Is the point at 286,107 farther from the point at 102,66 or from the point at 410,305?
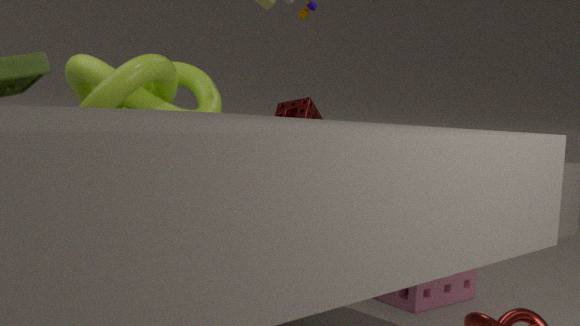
the point at 102,66
